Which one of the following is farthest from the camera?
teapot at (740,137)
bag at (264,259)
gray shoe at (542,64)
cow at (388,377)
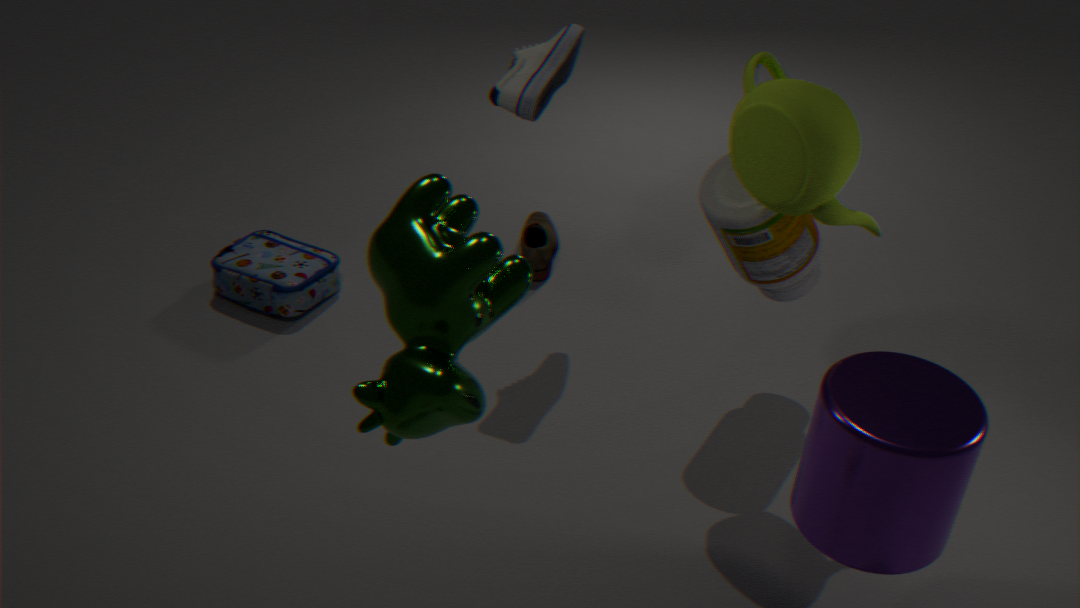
bag at (264,259)
